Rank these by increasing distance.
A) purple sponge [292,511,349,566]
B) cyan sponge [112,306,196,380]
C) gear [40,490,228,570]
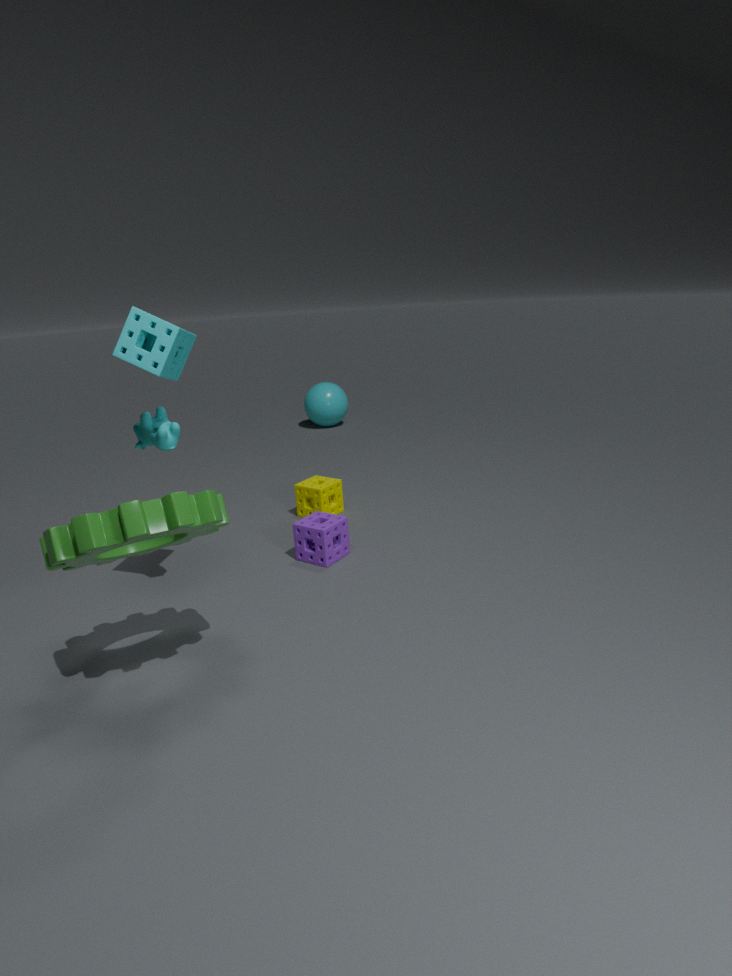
gear [40,490,228,570], cyan sponge [112,306,196,380], purple sponge [292,511,349,566]
